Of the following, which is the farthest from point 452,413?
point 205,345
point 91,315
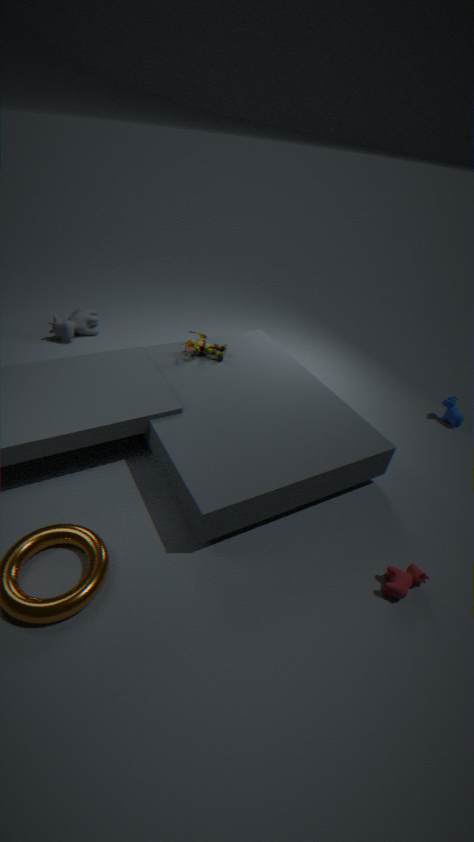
point 91,315
